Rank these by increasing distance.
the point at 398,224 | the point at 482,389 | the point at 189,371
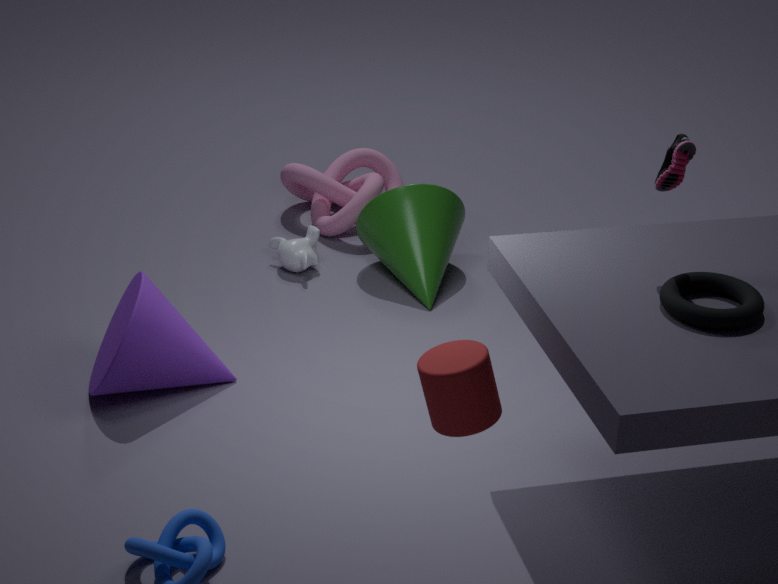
1. the point at 482,389
2. the point at 189,371
3. the point at 398,224
